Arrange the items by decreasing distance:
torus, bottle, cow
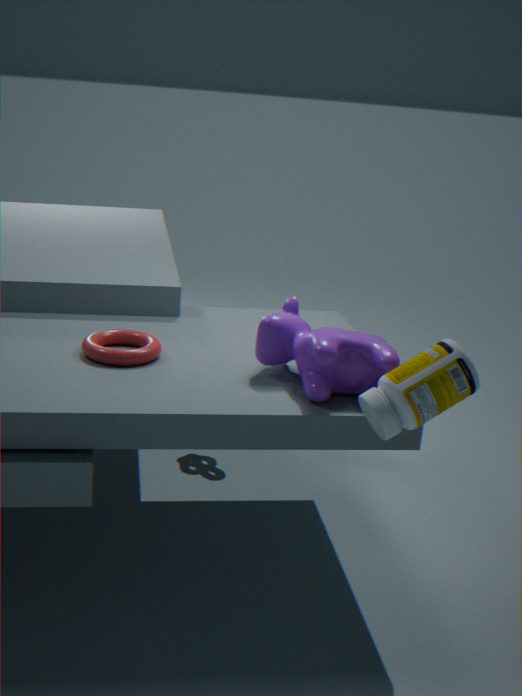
torus, cow, bottle
